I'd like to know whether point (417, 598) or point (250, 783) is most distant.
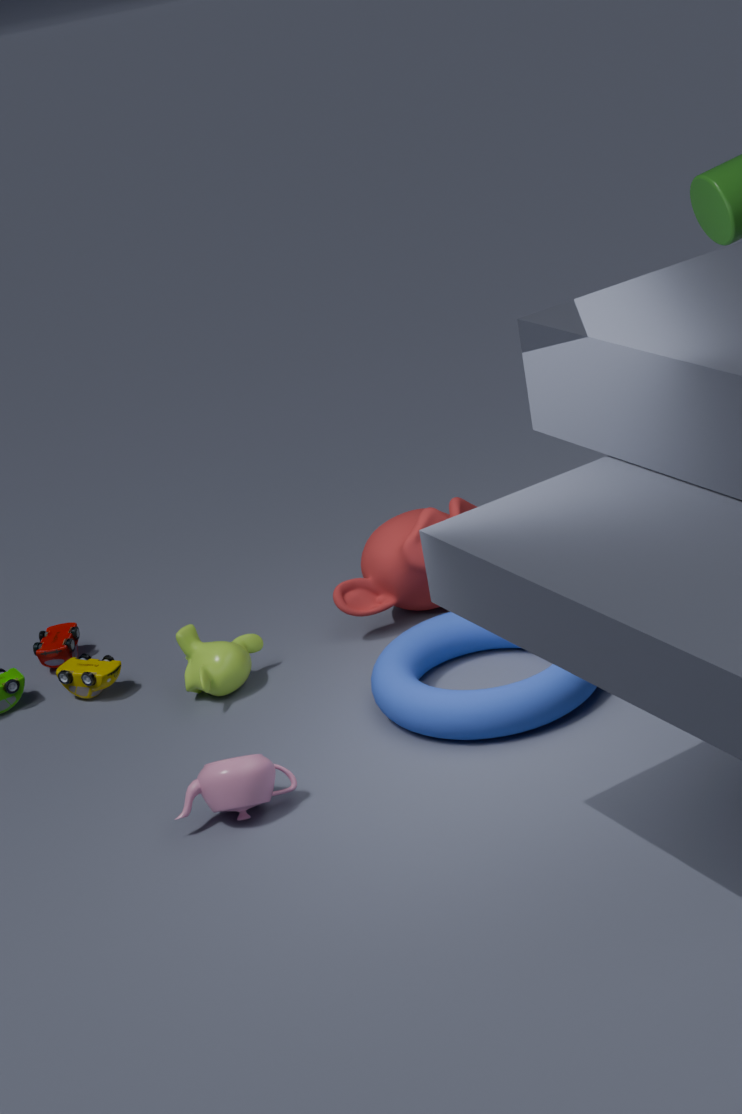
point (417, 598)
